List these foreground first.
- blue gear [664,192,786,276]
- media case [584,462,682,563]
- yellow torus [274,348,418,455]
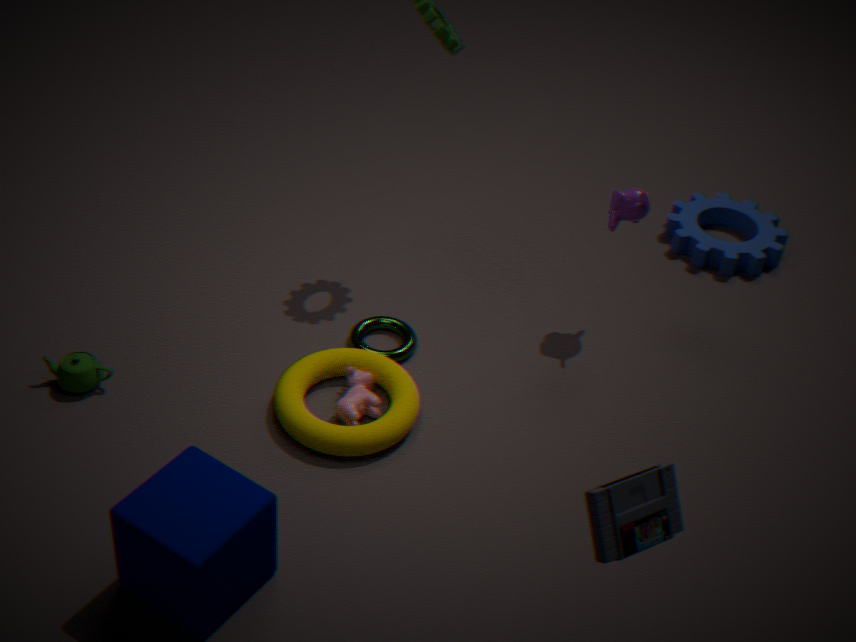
media case [584,462,682,563] < yellow torus [274,348,418,455] < blue gear [664,192,786,276]
